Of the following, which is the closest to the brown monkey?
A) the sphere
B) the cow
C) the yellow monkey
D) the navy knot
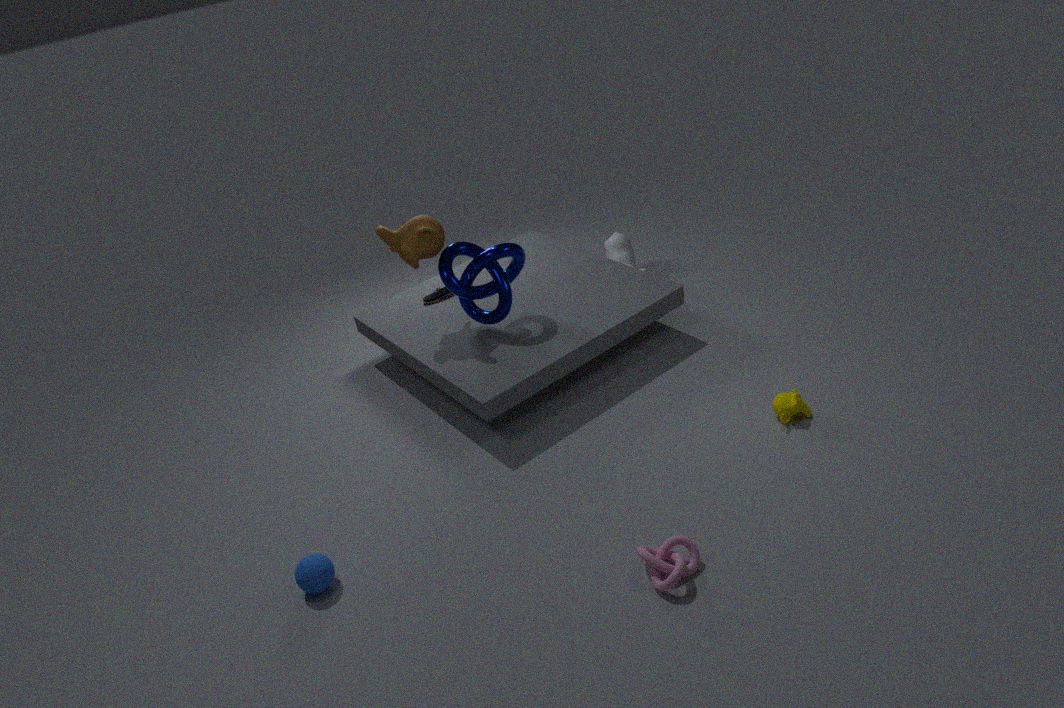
the navy knot
